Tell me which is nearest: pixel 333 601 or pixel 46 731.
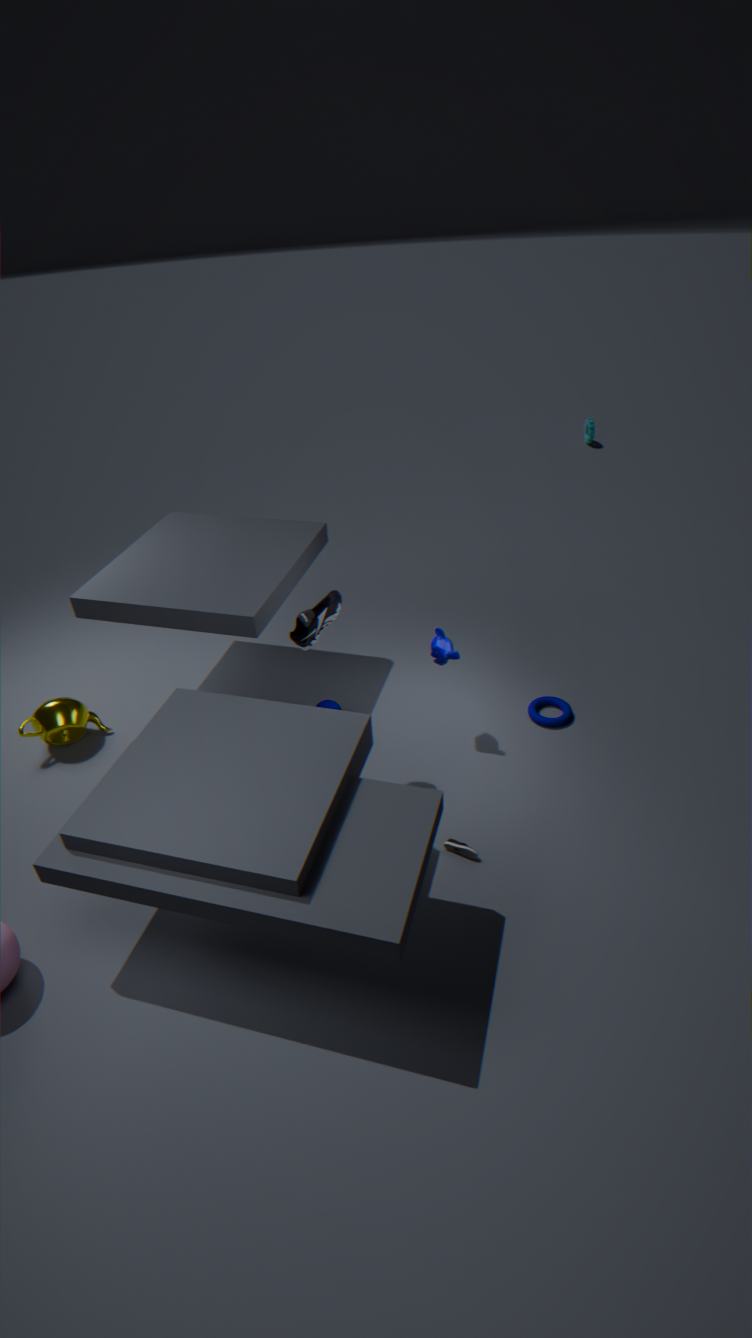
pixel 333 601
